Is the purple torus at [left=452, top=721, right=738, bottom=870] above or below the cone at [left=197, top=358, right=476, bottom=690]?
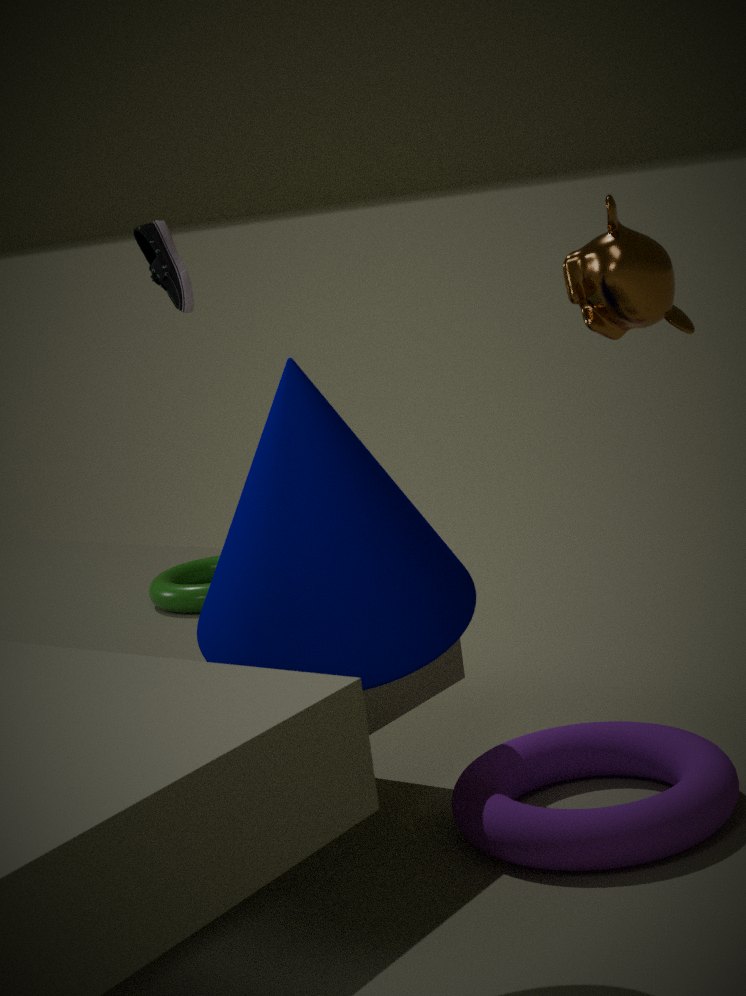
below
